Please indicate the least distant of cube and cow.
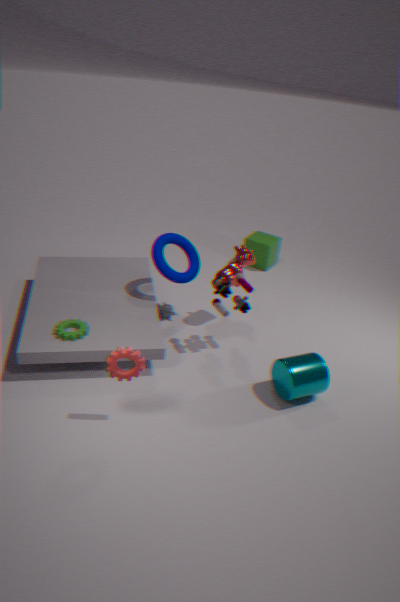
cow
